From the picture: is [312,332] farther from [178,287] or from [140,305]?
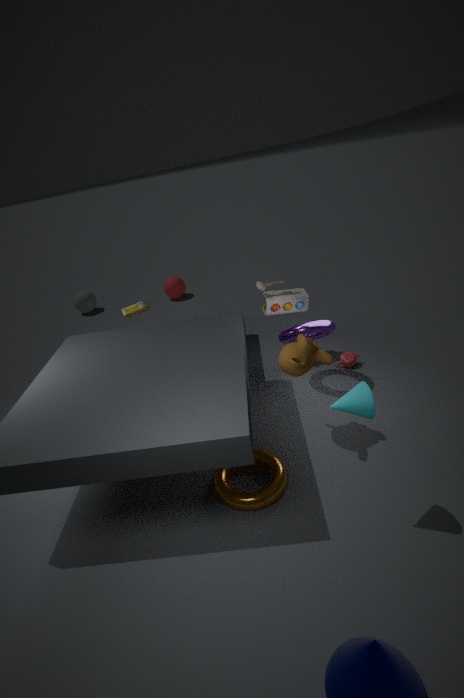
[178,287]
